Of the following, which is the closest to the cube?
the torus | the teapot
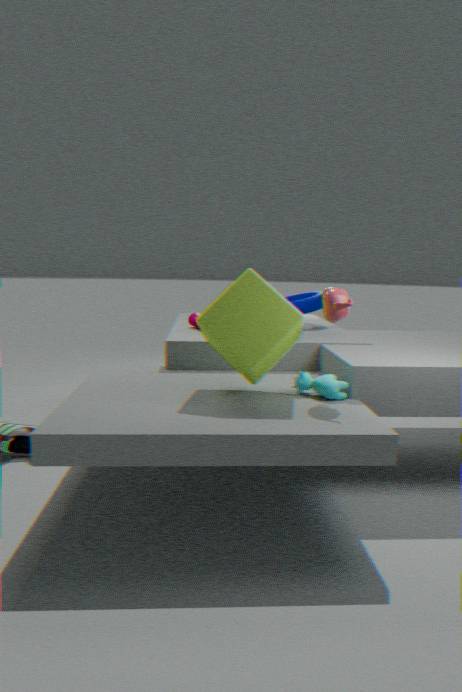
the teapot
